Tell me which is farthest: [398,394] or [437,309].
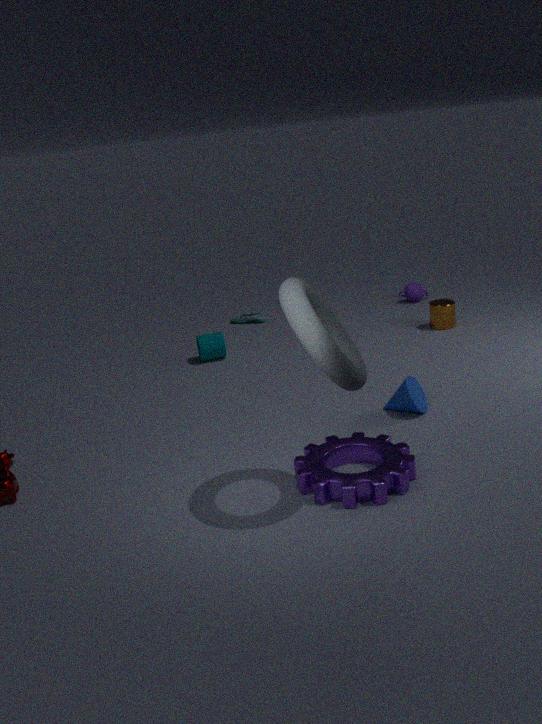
[437,309]
